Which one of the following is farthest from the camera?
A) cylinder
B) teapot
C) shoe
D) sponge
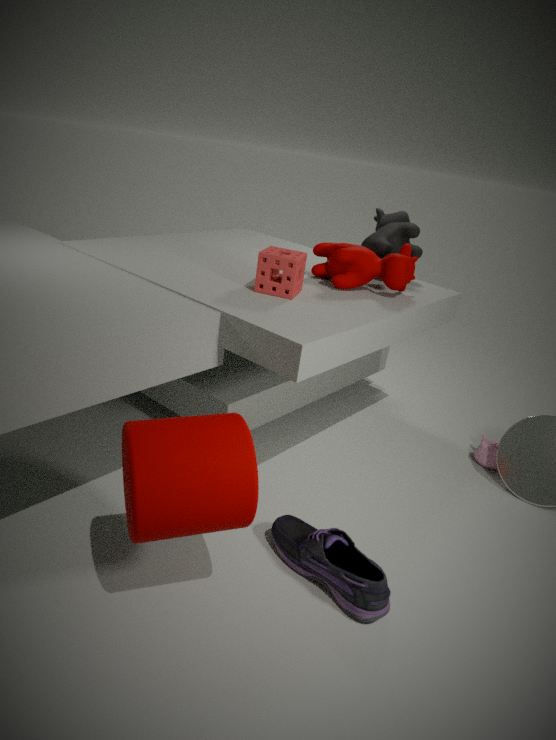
teapot
